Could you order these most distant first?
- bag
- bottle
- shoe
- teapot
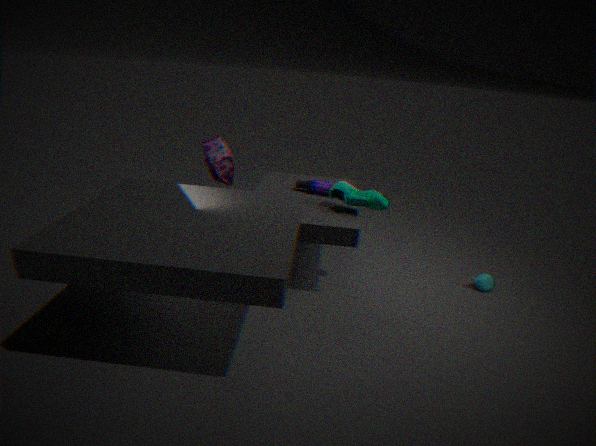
1. bag
2. bottle
3. teapot
4. shoe
